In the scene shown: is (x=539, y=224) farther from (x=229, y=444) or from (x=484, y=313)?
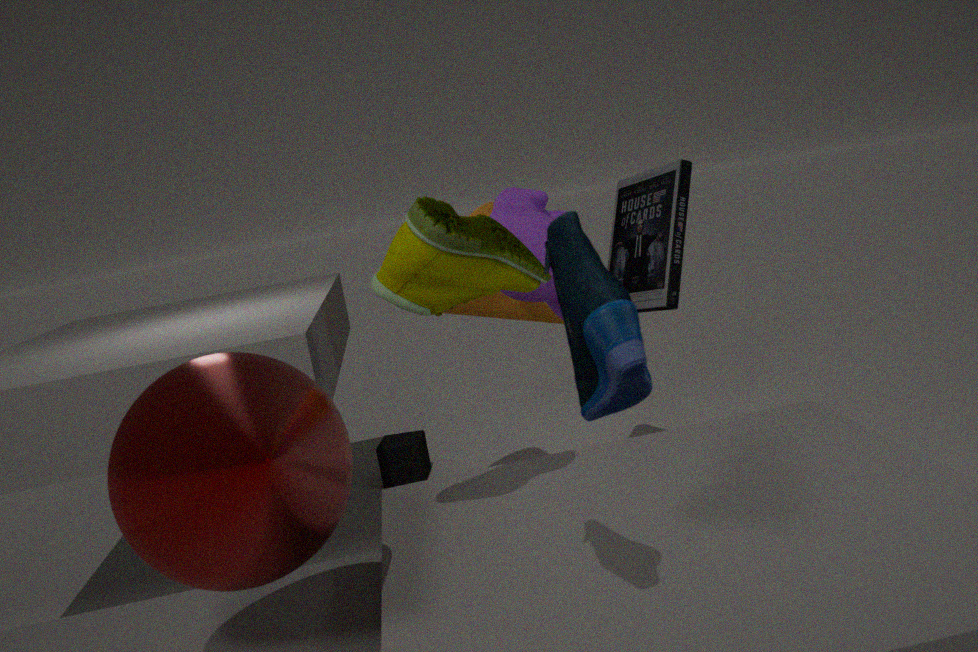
(x=229, y=444)
